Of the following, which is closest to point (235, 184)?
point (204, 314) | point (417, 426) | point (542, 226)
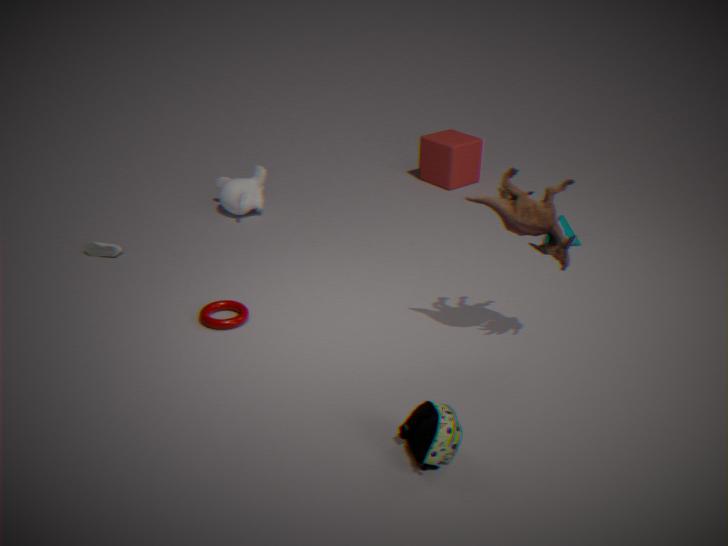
point (204, 314)
